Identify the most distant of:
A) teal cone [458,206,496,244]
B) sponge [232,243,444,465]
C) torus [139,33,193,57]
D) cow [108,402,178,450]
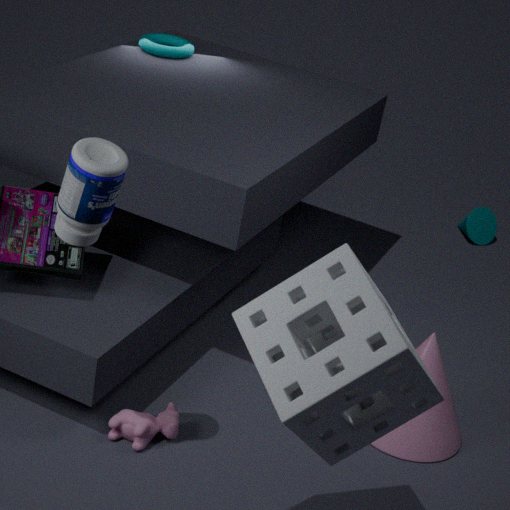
teal cone [458,206,496,244]
